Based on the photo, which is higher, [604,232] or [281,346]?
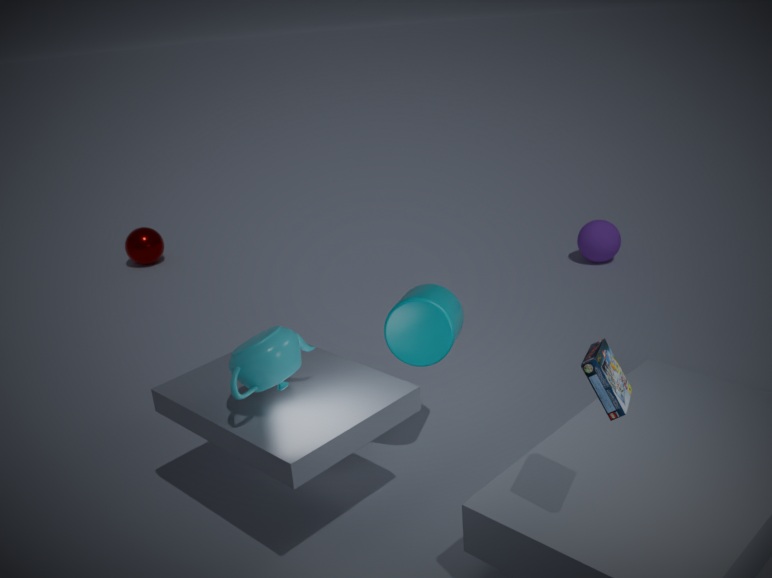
[281,346]
